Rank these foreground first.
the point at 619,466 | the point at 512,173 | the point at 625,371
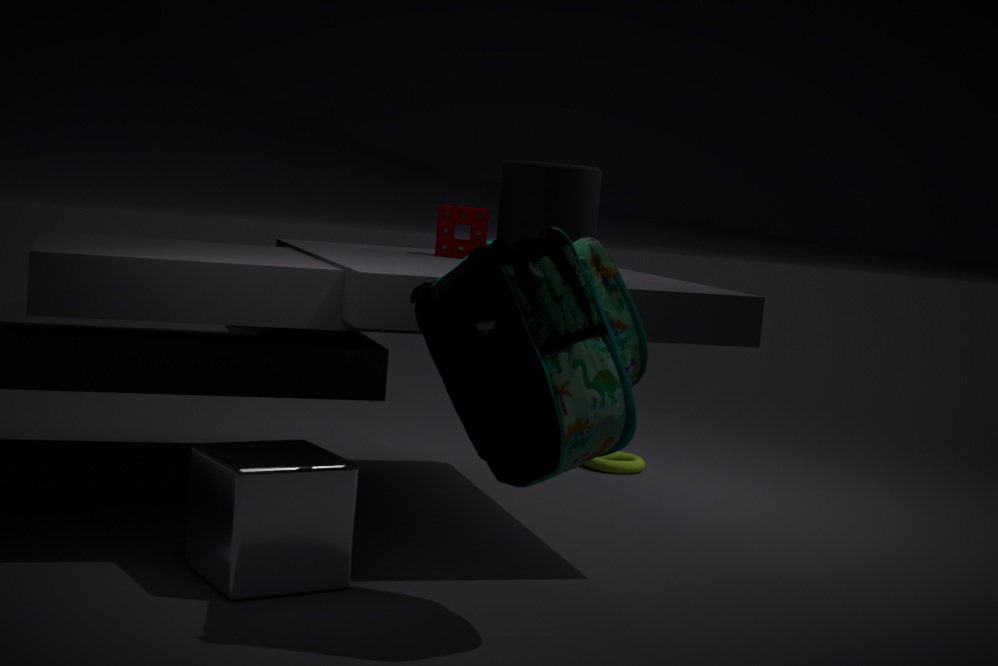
the point at 625,371 → the point at 512,173 → the point at 619,466
